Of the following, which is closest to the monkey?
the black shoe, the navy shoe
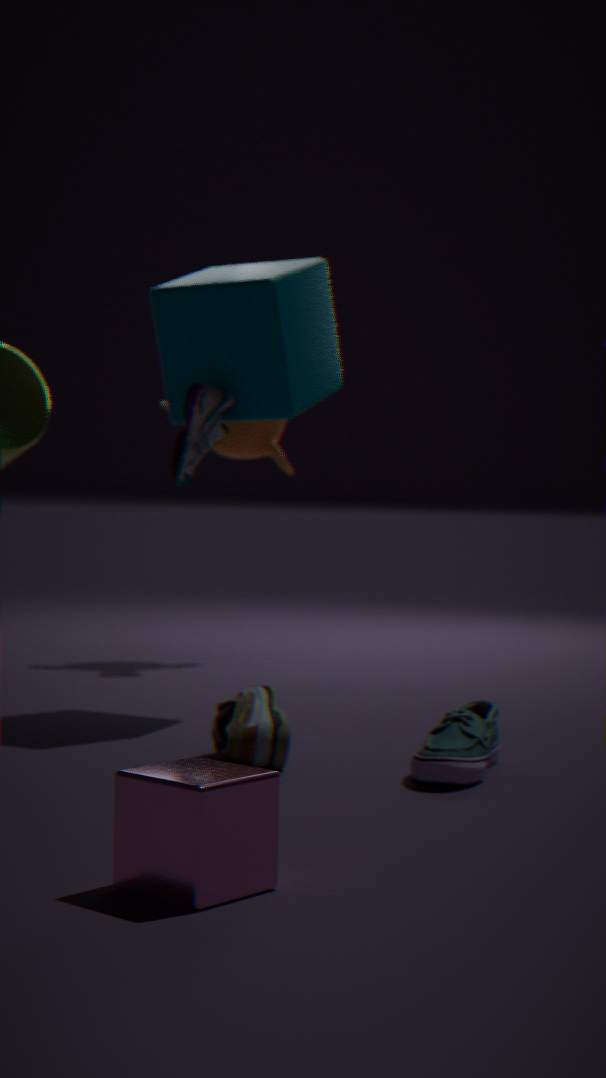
the navy shoe
